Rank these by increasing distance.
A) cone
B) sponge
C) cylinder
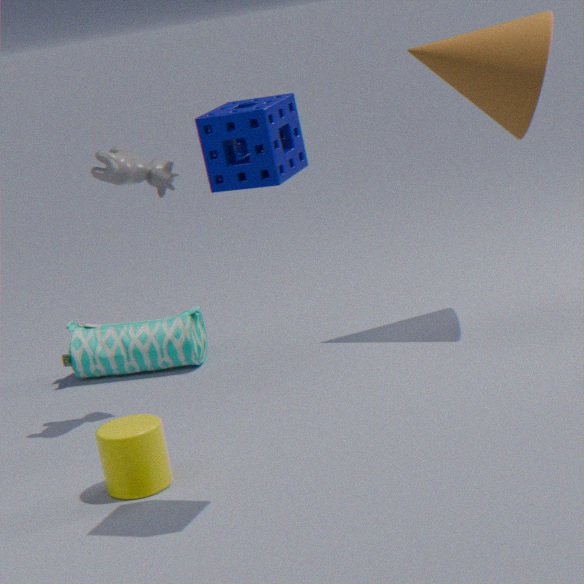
sponge < cylinder < cone
